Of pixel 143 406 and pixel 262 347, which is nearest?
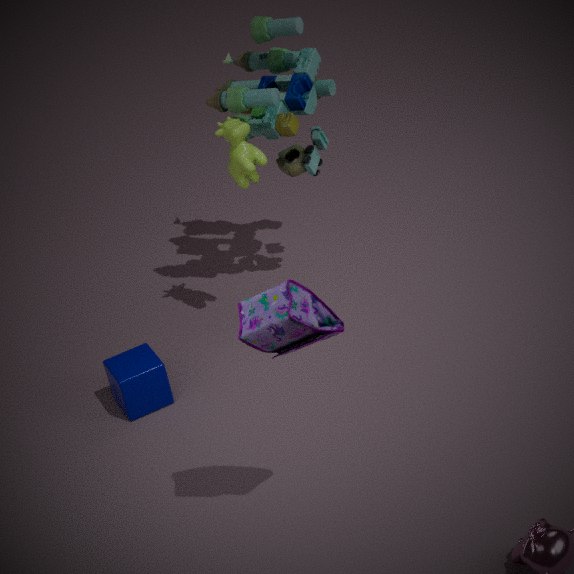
pixel 262 347
